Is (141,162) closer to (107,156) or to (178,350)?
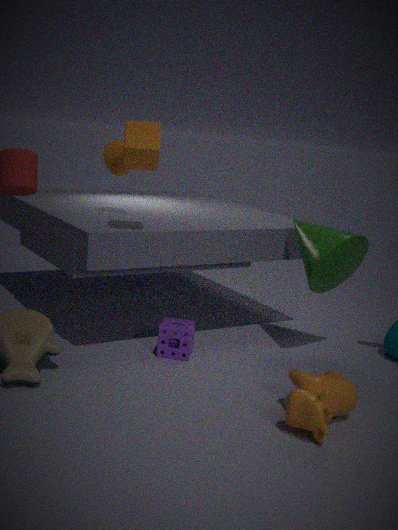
(107,156)
